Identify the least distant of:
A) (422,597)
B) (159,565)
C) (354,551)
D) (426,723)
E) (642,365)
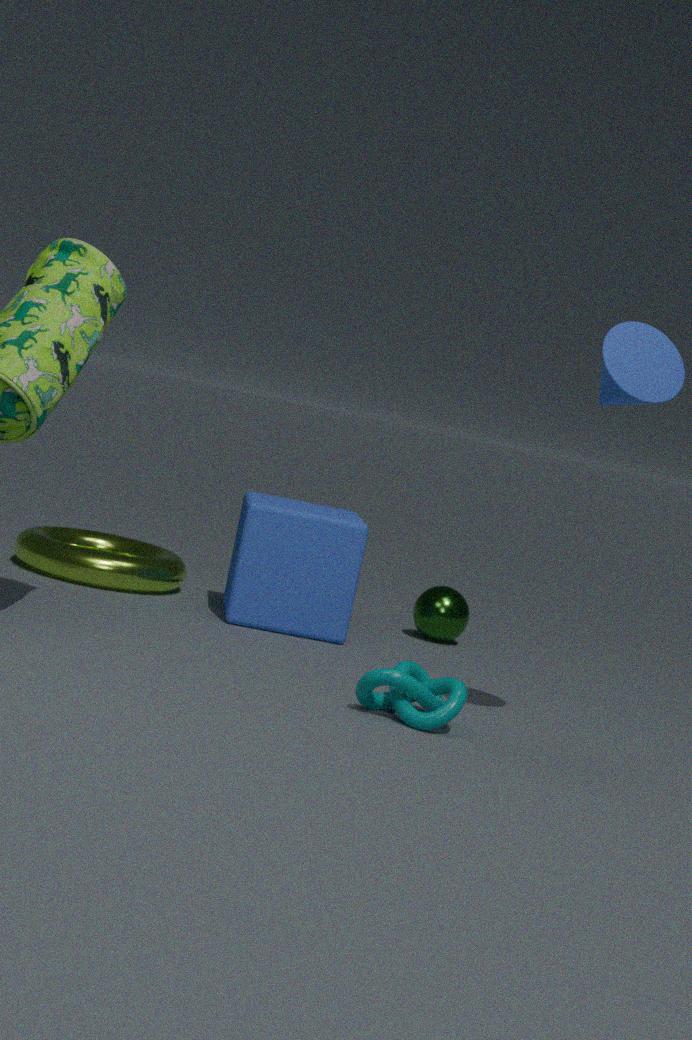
(642,365)
